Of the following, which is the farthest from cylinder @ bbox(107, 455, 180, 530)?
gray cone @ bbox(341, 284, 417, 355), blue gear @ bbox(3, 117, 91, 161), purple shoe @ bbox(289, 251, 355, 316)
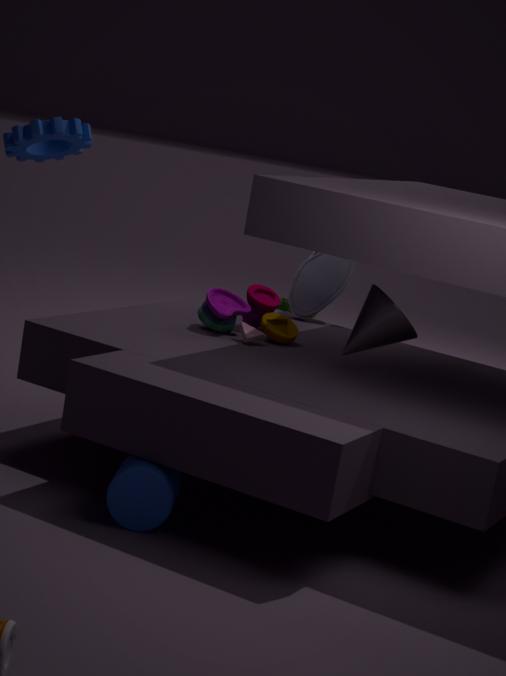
purple shoe @ bbox(289, 251, 355, 316)
